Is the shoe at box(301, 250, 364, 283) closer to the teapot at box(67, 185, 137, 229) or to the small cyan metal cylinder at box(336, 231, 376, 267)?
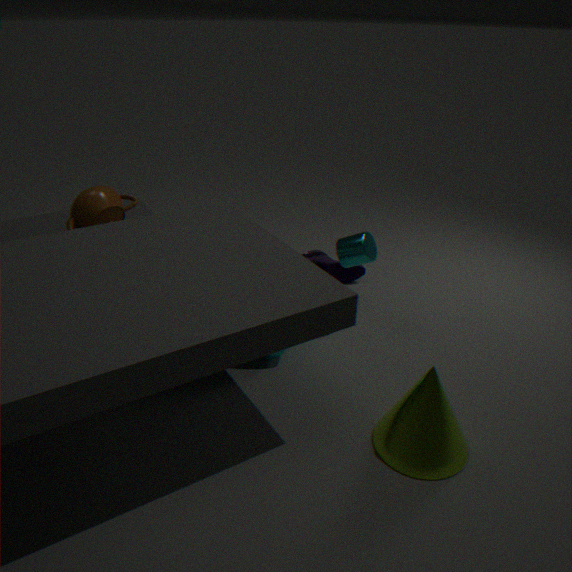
the small cyan metal cylinder at box(336, 231, 376, 267)
